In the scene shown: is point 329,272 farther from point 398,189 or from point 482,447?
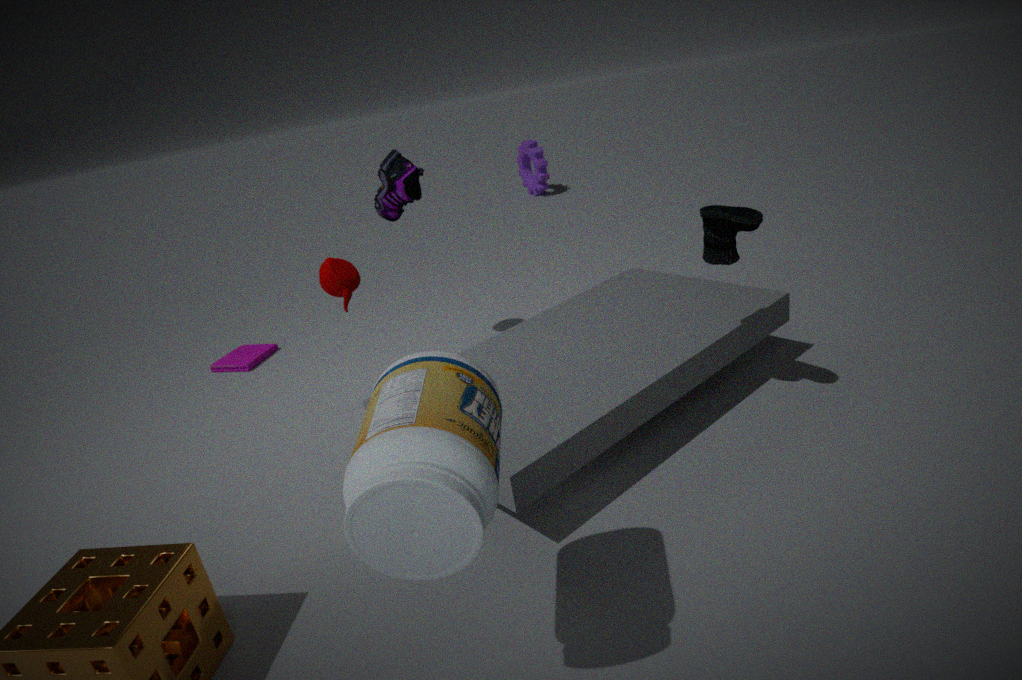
point 482,447
